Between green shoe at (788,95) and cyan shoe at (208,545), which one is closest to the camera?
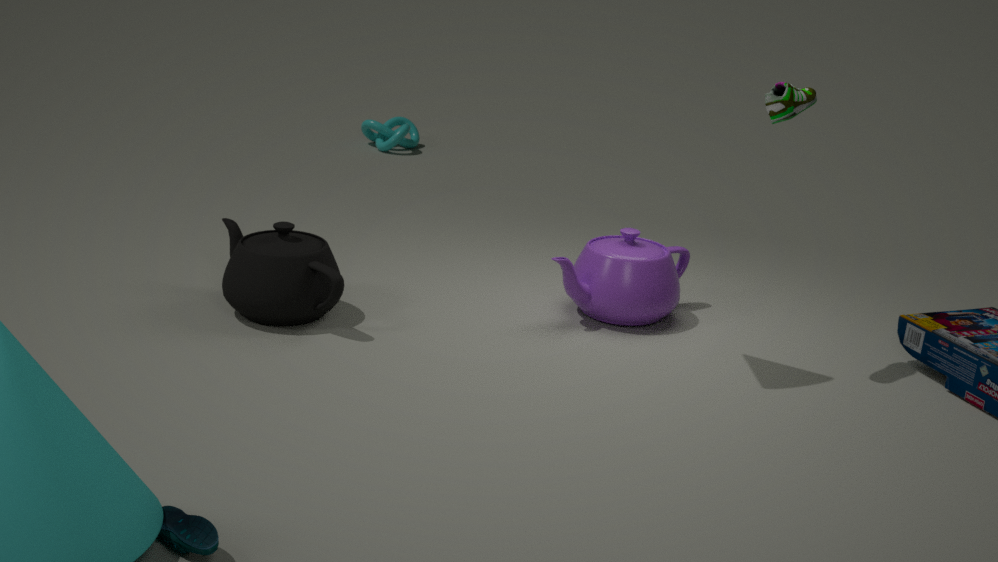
cyan shoe at (208,545)
